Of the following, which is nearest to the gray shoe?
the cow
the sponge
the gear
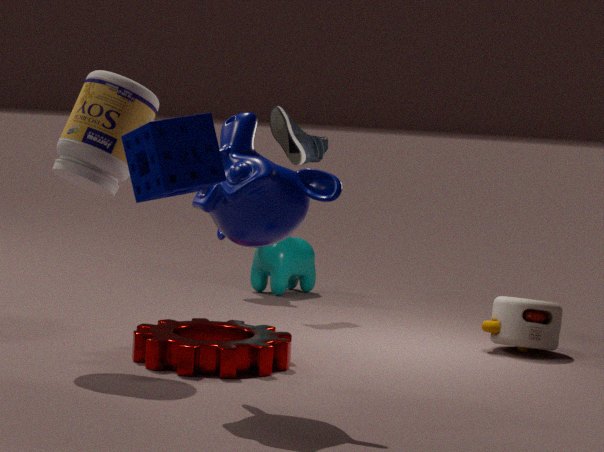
the cow
